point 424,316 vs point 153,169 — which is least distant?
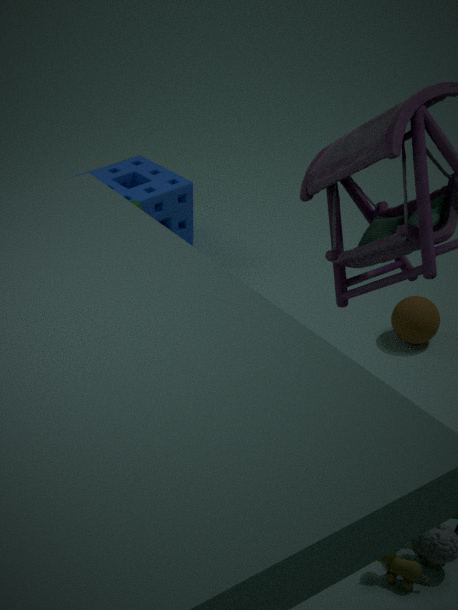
point 424,316
